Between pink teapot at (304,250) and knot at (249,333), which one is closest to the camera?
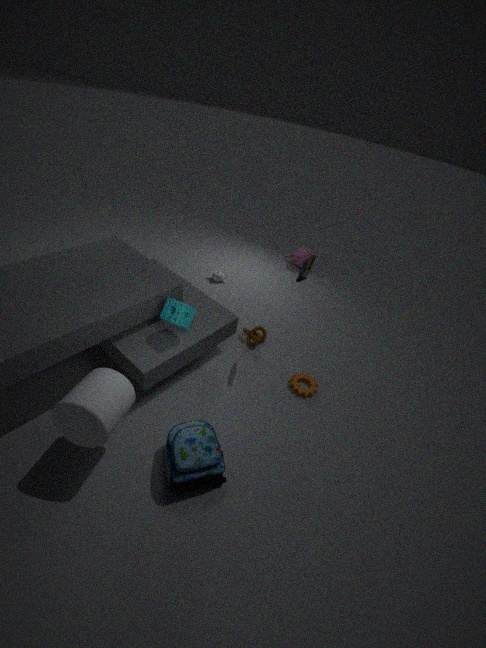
knot at (249,333)
